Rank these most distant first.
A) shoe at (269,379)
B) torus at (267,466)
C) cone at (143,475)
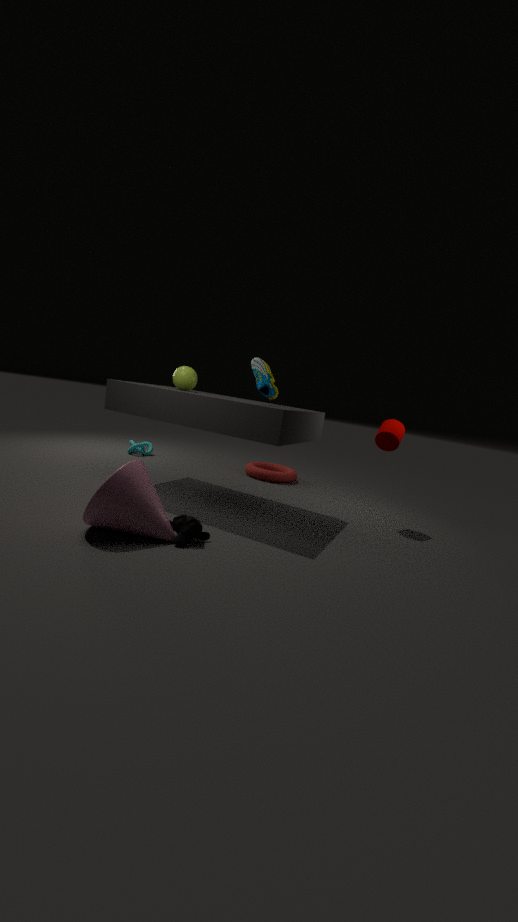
torus at (267,466), shoe at (269,379), cone at (143,475)
